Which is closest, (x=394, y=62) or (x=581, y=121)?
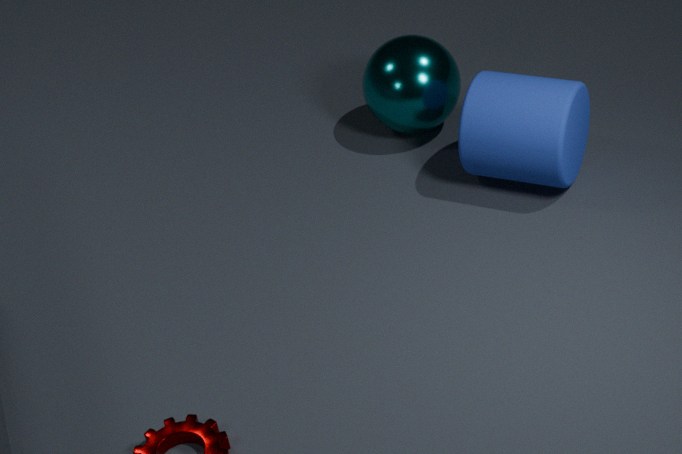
(x=581, y=121)
